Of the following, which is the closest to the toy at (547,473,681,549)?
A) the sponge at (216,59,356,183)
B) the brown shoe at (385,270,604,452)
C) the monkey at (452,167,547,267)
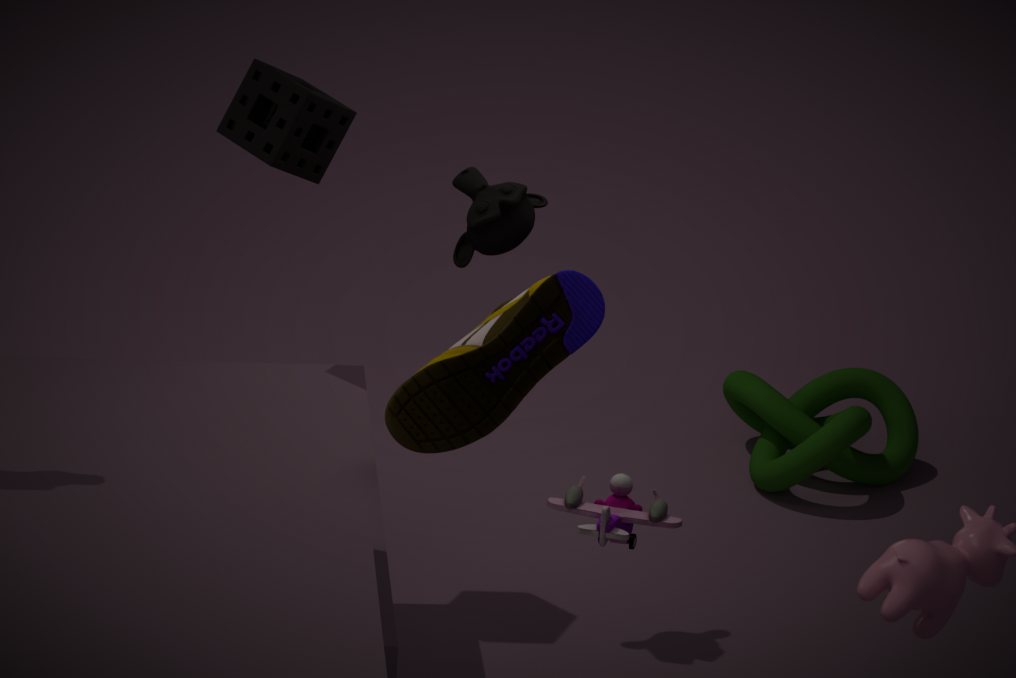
the brown shoe at (385,270,604,452)
